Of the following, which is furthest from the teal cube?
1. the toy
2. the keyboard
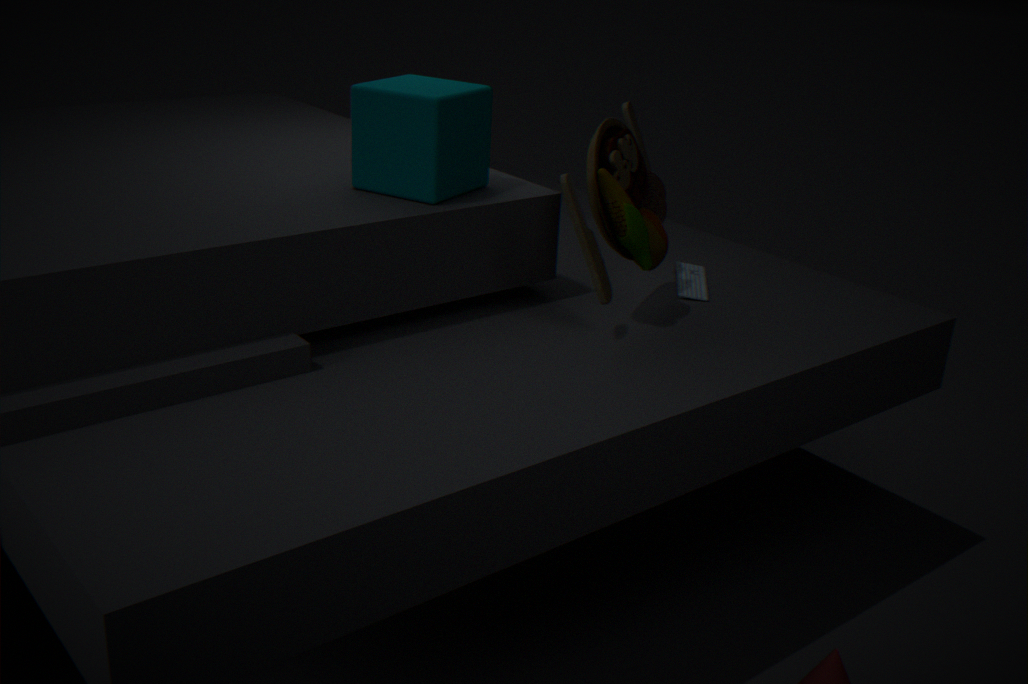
the keyboard
